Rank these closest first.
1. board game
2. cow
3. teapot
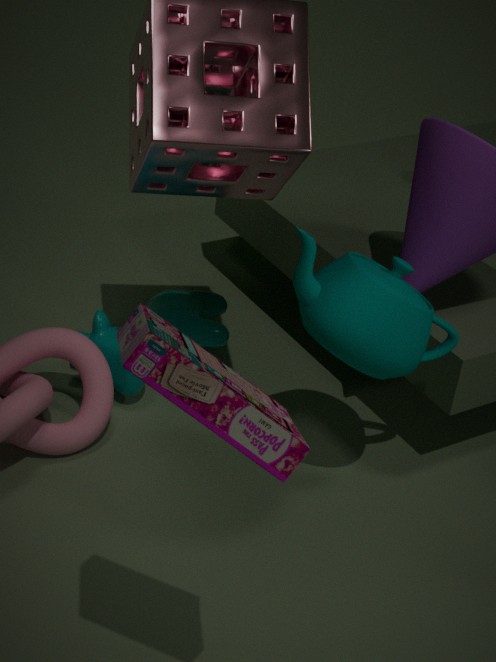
board game → teapot → cow
